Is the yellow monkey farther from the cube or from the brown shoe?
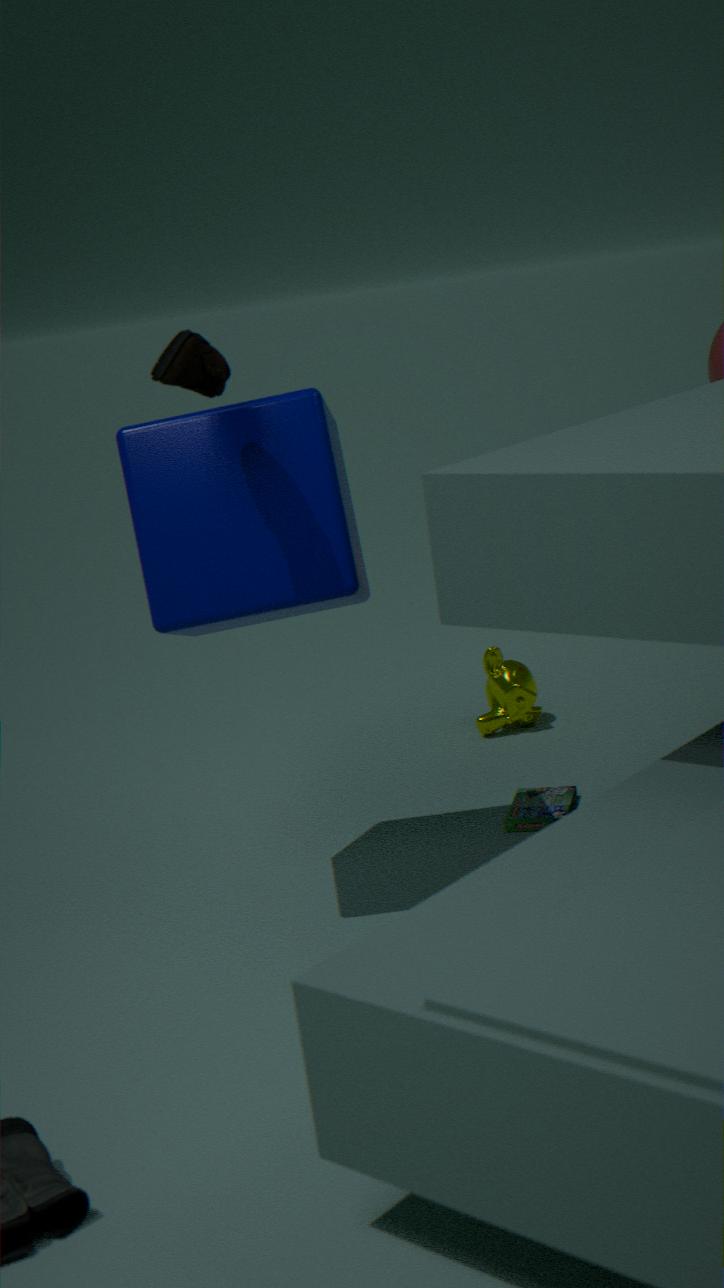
the brown shoe
